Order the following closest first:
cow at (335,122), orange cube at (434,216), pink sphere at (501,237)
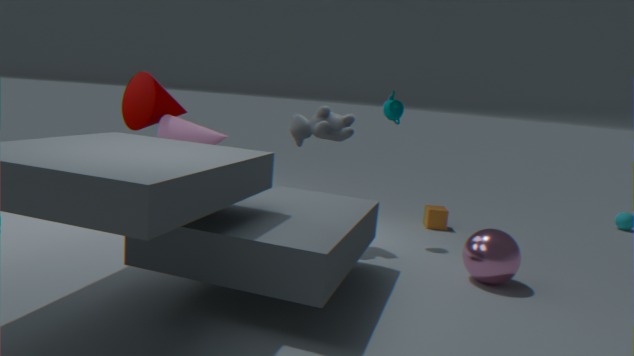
pink sphere at (501,237) < cow at (335,122) < orange cube at (434,216)
